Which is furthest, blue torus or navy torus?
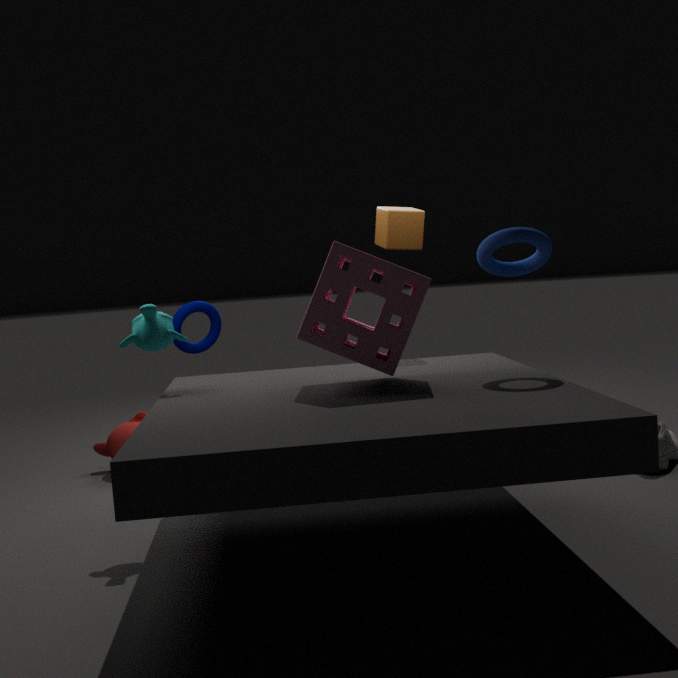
navy torus
